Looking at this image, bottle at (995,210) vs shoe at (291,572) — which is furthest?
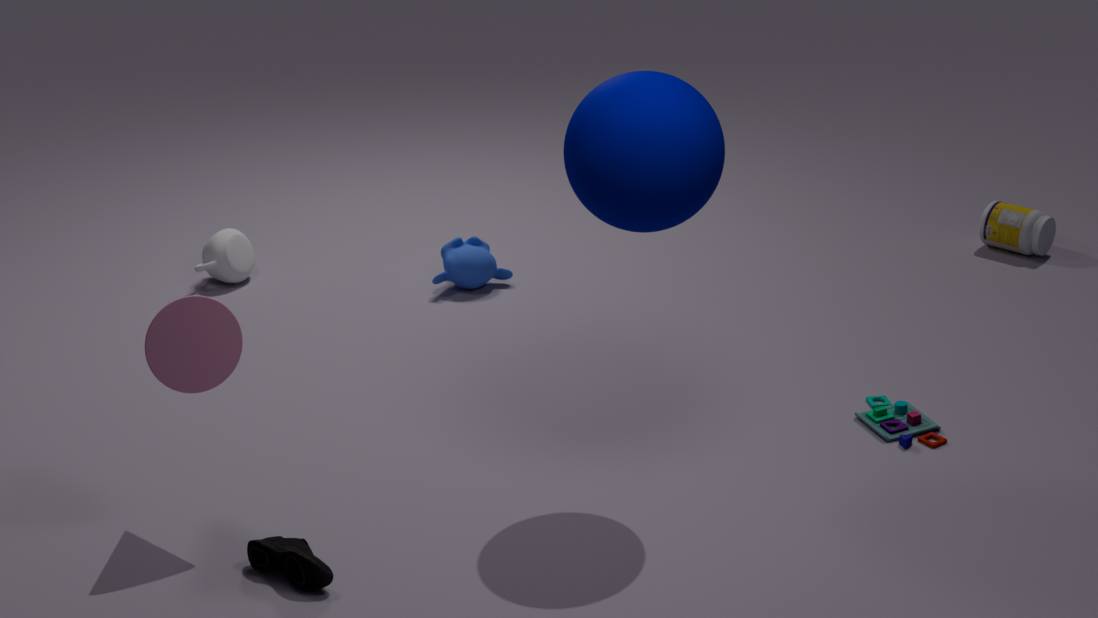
bottle at (995,210)
